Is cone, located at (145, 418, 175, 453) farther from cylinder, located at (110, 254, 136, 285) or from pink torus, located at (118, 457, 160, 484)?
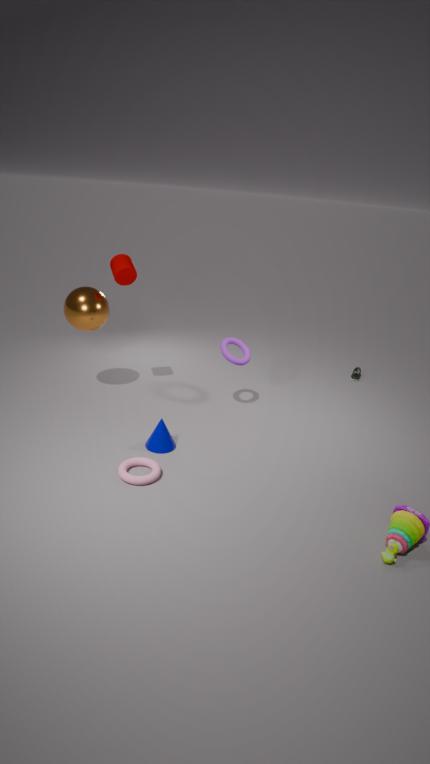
cylinder, located at (110, 254, 136, 285)
